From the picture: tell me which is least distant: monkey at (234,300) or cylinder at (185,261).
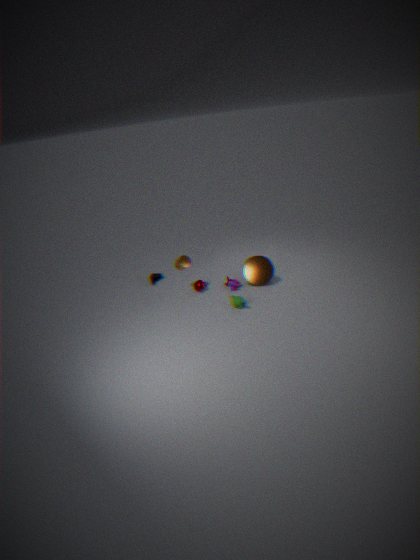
monkey at (234,300)
